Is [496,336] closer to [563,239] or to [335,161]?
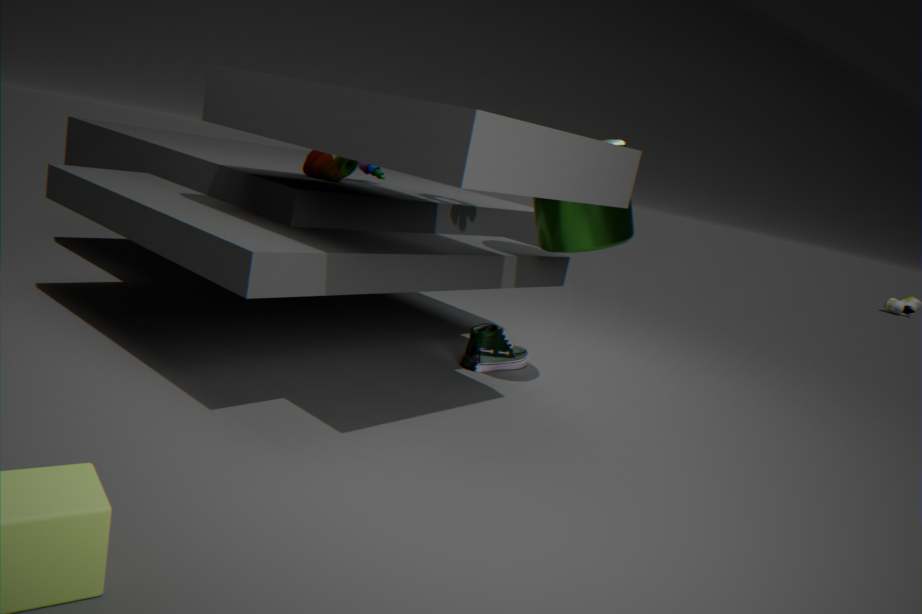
[563,239]
